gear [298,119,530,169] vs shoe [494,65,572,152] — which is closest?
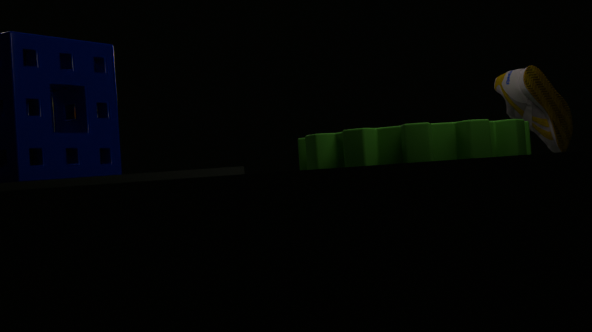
gear [298,119,530,169]
